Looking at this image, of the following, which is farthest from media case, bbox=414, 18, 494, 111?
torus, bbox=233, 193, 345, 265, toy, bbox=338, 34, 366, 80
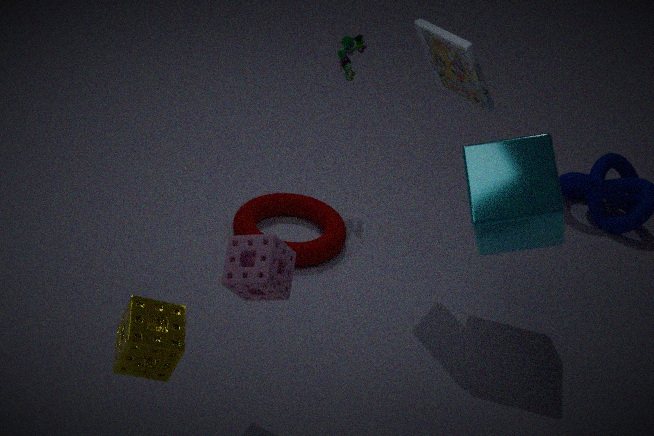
torus, bbox=233, 193, 345, 265
